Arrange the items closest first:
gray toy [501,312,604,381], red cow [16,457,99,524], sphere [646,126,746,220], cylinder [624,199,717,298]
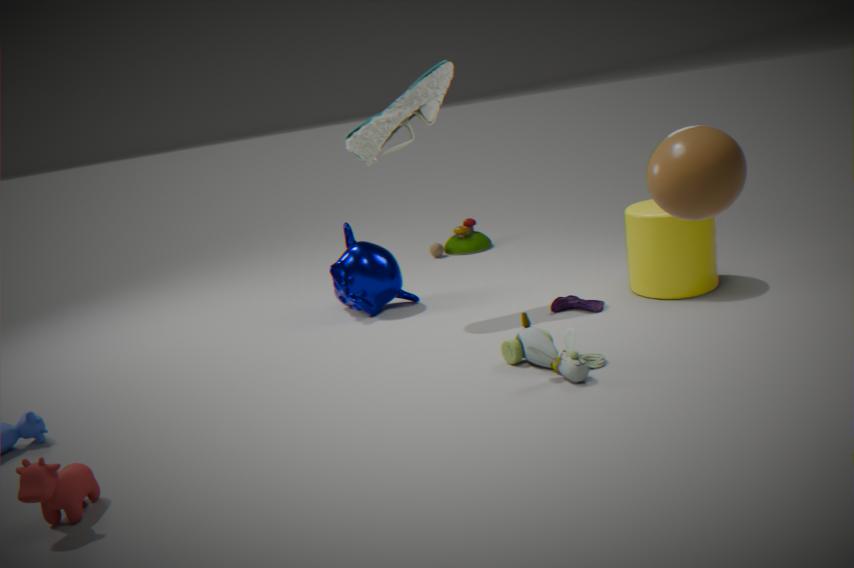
sphere [646,126,746,220], red cow [16,457,99,524], gray toy [501,312,604,381], cylinder [624,199,717,298]
